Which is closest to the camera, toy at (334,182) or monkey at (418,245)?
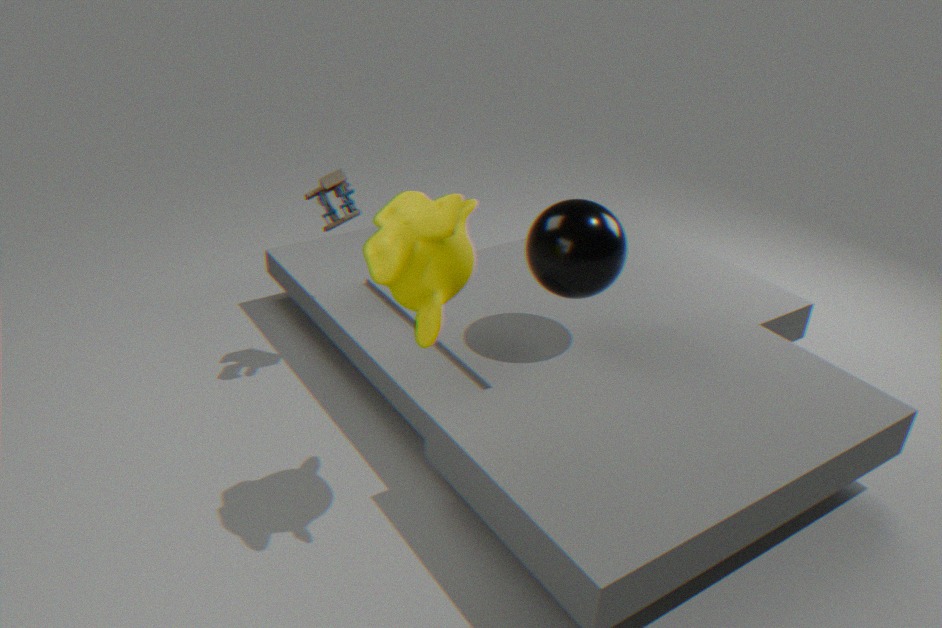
monkey at (418,245)
